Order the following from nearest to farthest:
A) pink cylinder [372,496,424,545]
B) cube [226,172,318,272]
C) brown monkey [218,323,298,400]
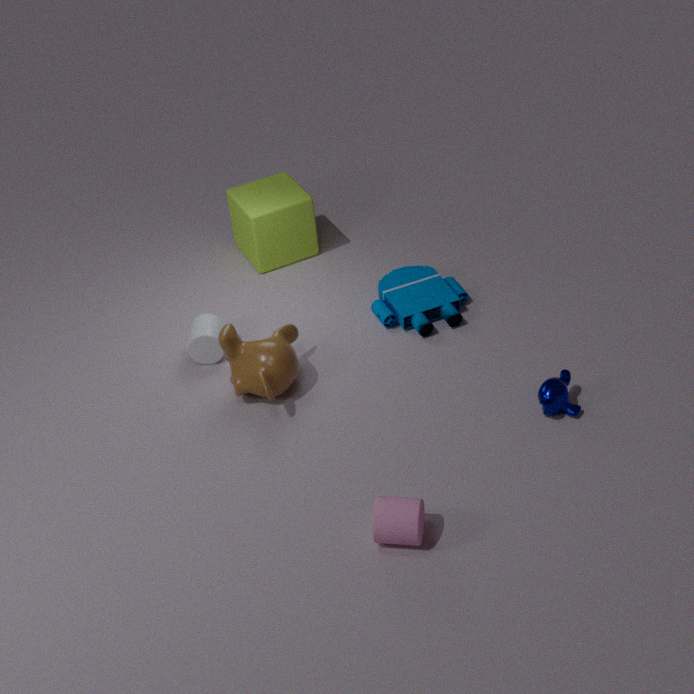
pink cylinder [372,496,424,545], brown monkey [218,323,298,400], cube [226,172,318,272]
